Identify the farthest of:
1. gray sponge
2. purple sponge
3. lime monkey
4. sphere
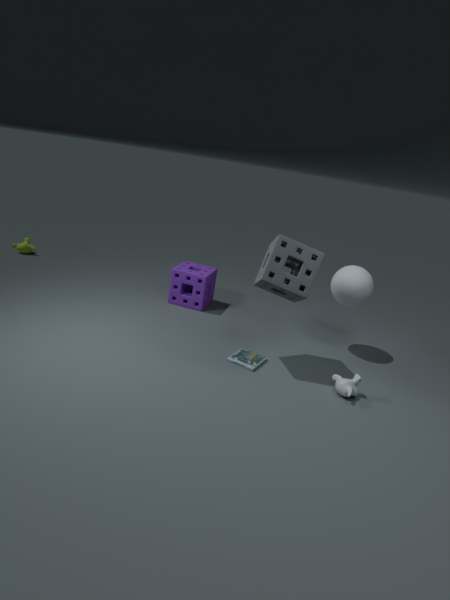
lime monkey
